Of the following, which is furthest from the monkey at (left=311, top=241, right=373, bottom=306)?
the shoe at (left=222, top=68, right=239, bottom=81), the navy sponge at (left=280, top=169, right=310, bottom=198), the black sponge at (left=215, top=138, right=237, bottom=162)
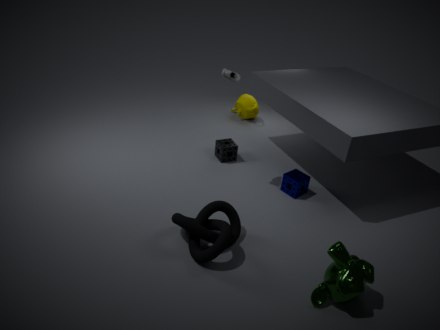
the black sponge at (left=215, top=138, right=237, bottom=162)
